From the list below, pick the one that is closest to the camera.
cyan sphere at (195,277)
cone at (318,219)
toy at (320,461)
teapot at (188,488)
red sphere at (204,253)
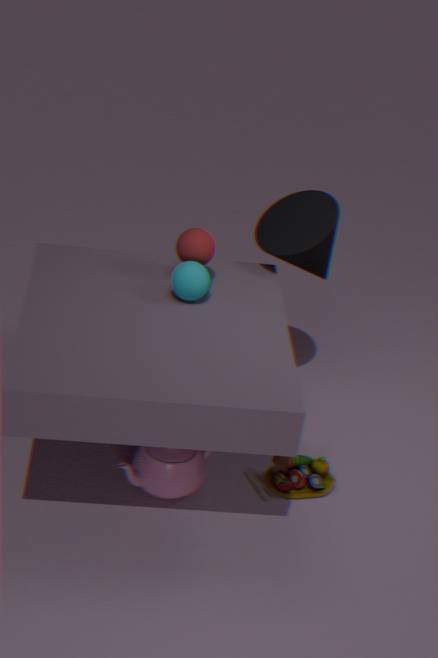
teapot at (188,488)
